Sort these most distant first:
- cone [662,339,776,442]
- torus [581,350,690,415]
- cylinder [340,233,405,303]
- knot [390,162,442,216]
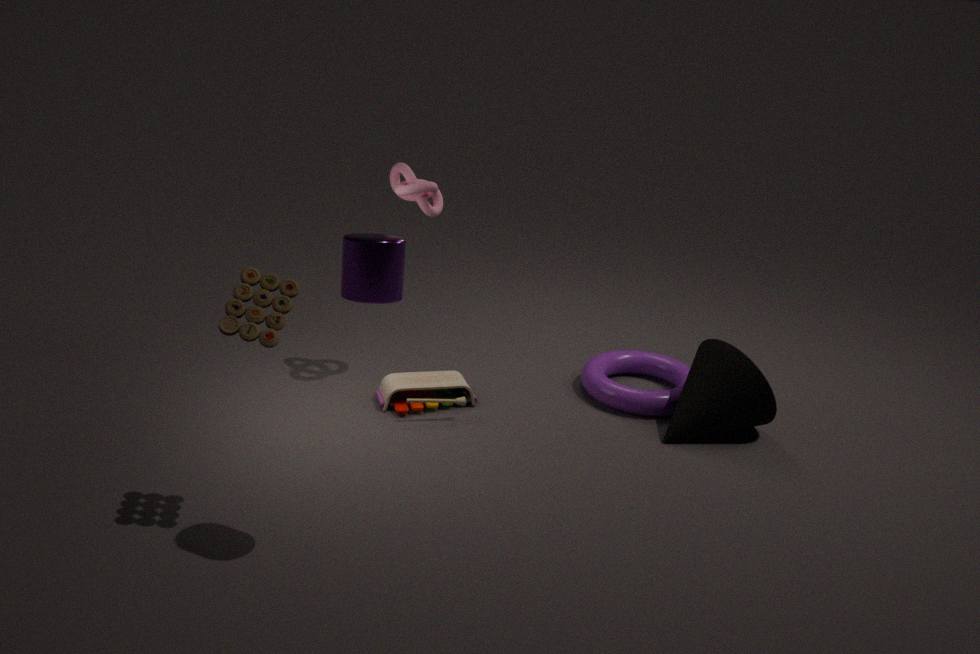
torus [581,350,690,415] → cone [662,339,776,442] → knot [390,162,442,216] → cylinder [340,233,405,303]
